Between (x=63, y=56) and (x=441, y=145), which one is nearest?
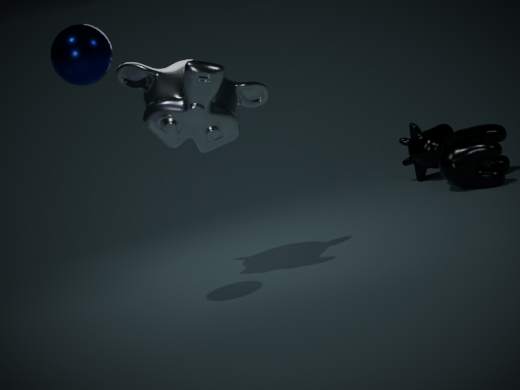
(x=63, y=56)
